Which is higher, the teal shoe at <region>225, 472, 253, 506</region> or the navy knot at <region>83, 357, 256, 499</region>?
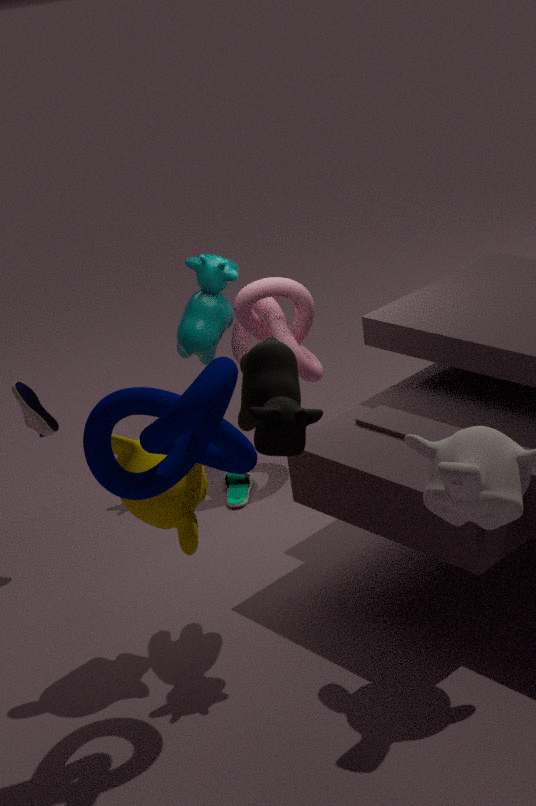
the navy knot at <region>83, 357, 256, 499</region>
